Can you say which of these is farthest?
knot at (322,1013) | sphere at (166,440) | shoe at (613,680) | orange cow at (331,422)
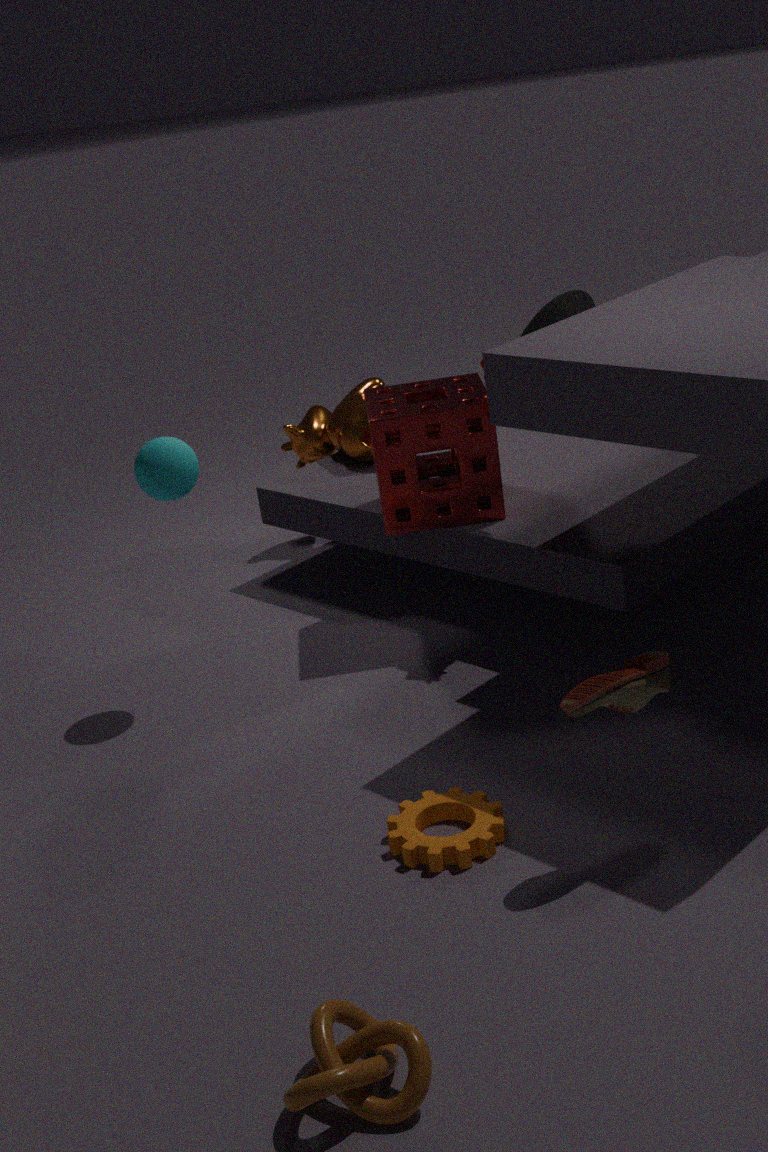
orange cow at (331,422)
